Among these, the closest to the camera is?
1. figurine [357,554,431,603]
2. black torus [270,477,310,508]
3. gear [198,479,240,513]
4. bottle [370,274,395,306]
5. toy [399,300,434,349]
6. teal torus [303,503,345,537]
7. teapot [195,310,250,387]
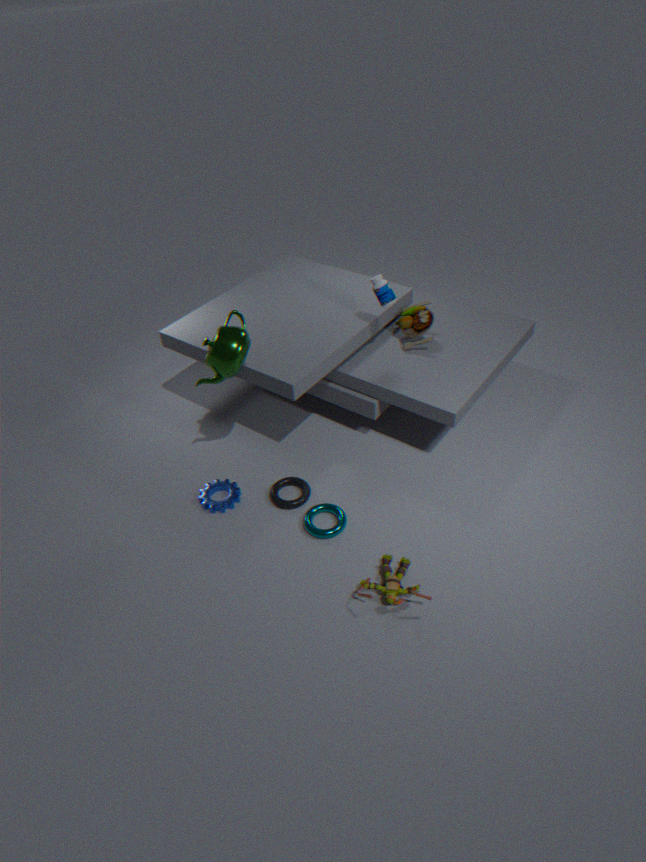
figurine [357,554,431,603]
